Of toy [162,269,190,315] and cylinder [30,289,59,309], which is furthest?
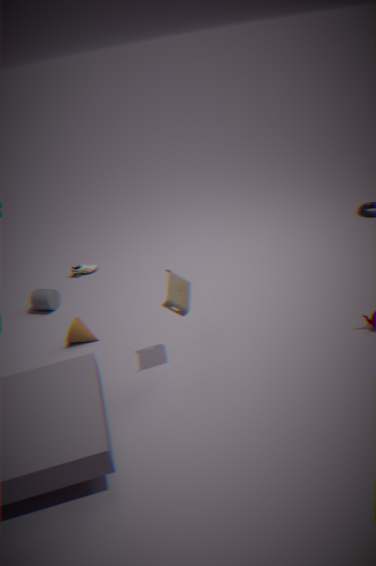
cylinder [30,289,59,309]
